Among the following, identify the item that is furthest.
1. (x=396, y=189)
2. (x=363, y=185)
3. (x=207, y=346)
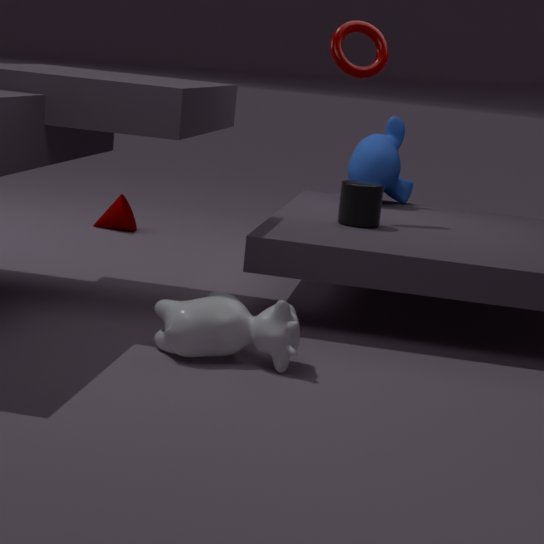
(x=396, y=189)
